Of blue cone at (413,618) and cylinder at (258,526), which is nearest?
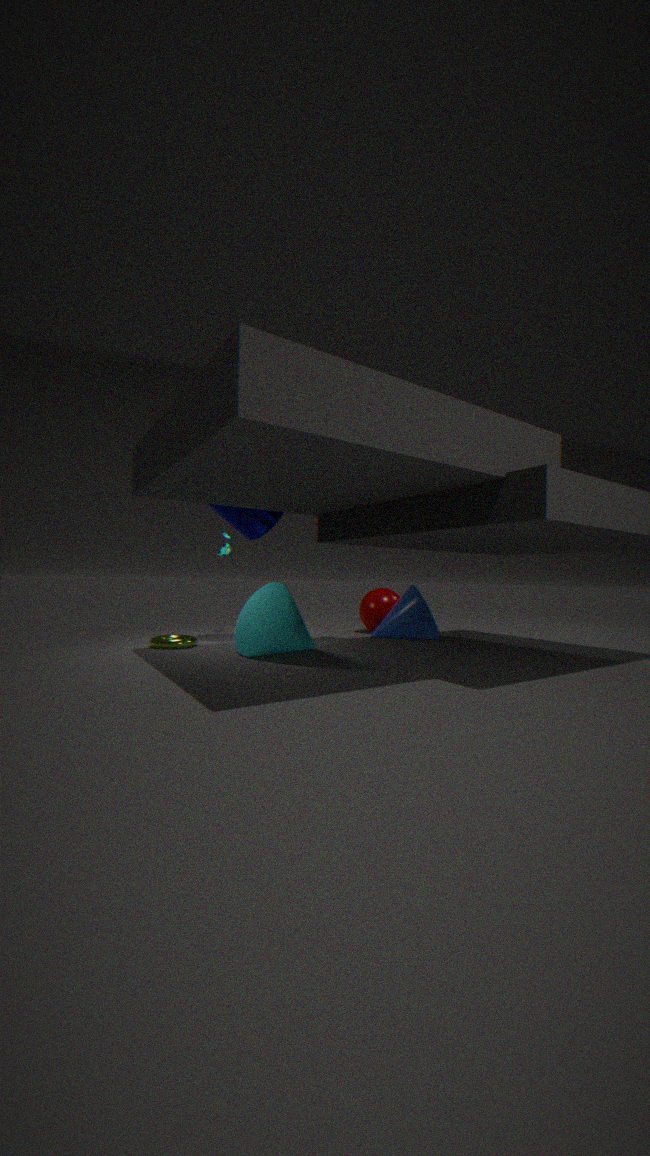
cylinder at (258,526)
